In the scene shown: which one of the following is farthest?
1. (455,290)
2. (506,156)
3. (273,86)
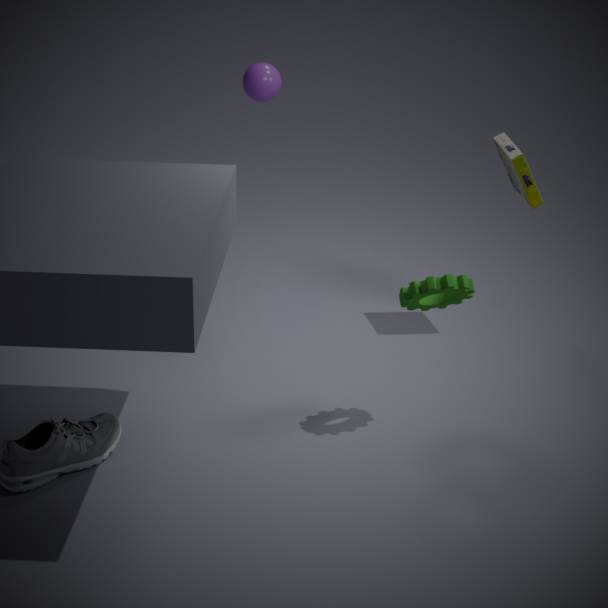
(273,86)
